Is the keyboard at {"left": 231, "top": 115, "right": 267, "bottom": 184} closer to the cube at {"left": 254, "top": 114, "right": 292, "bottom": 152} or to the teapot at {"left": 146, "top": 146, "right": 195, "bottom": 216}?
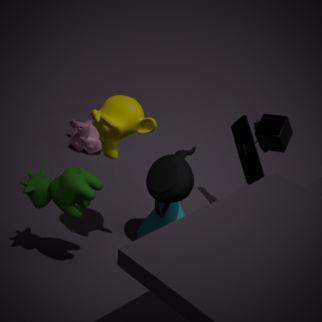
the cube at {"left": 254, "top": 114, "right": 292, "bottom": 152}
